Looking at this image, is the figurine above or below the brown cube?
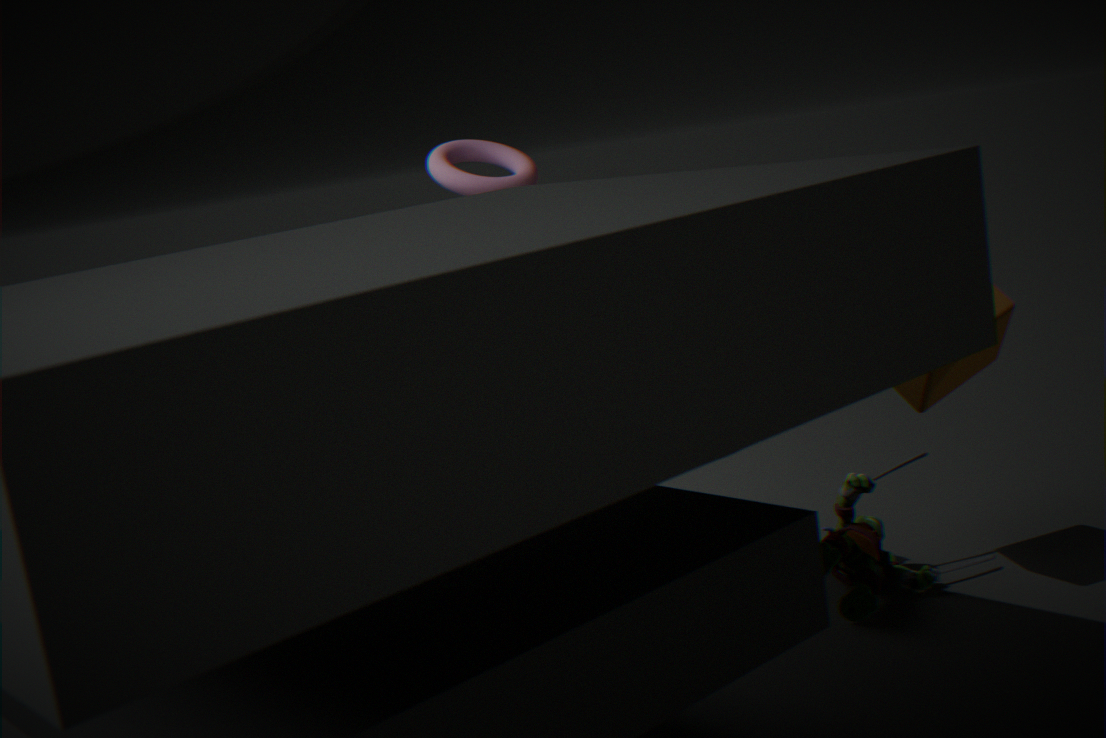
below
